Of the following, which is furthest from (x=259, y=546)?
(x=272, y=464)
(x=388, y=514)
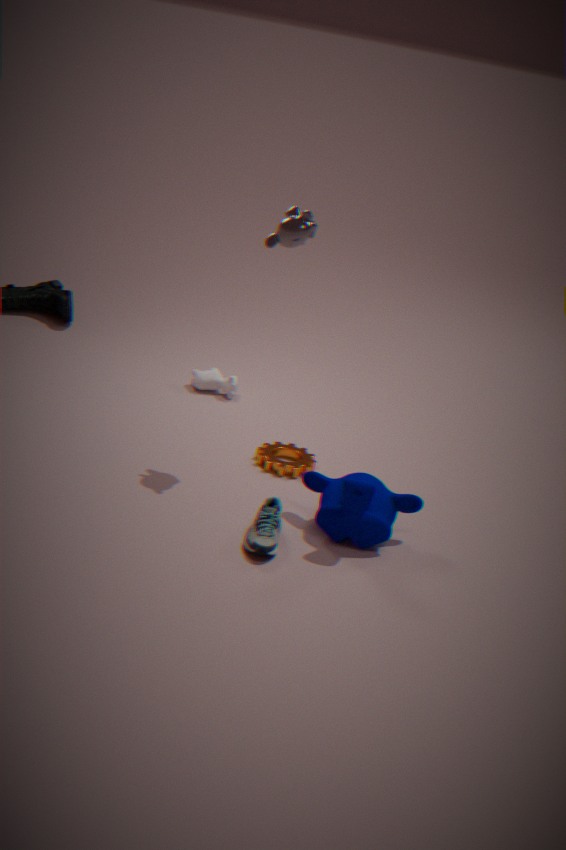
(x=272, y=464)
